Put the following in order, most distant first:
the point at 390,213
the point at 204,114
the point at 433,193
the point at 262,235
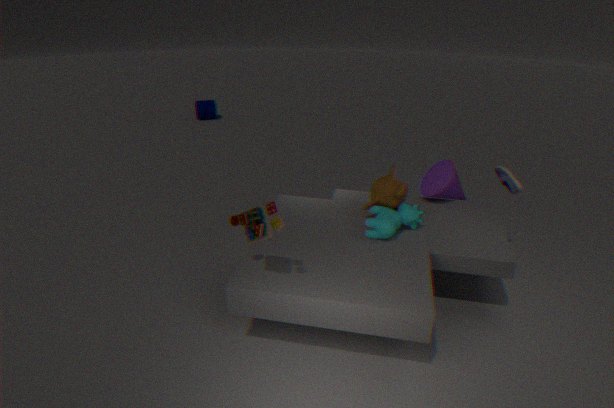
the point at 204,114, the point at 433,193, the point at 390,213, the point at 262,235
